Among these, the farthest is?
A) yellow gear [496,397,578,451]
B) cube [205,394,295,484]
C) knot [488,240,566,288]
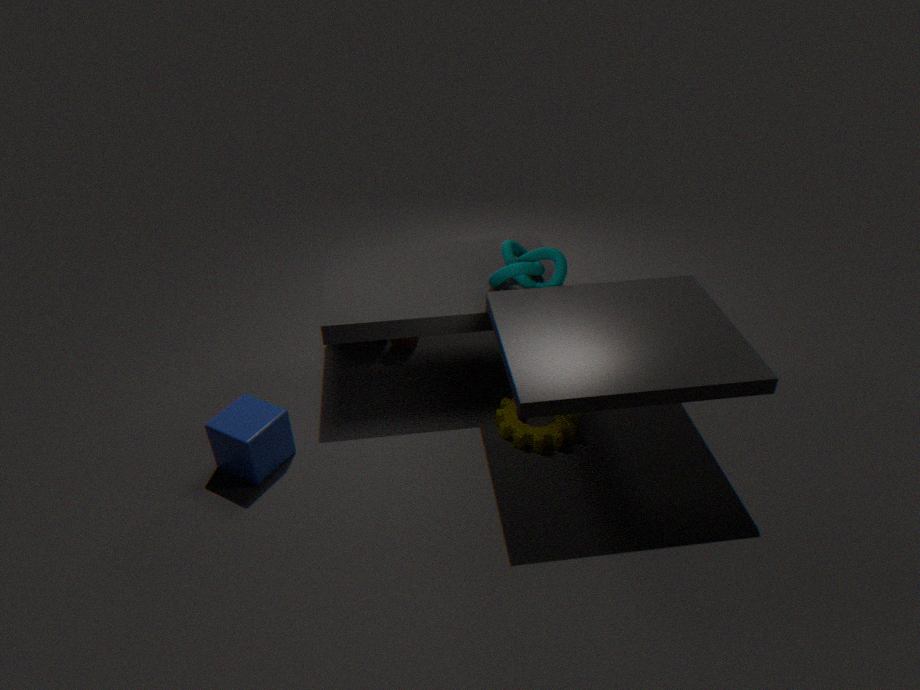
knot [488,240,566,288]
